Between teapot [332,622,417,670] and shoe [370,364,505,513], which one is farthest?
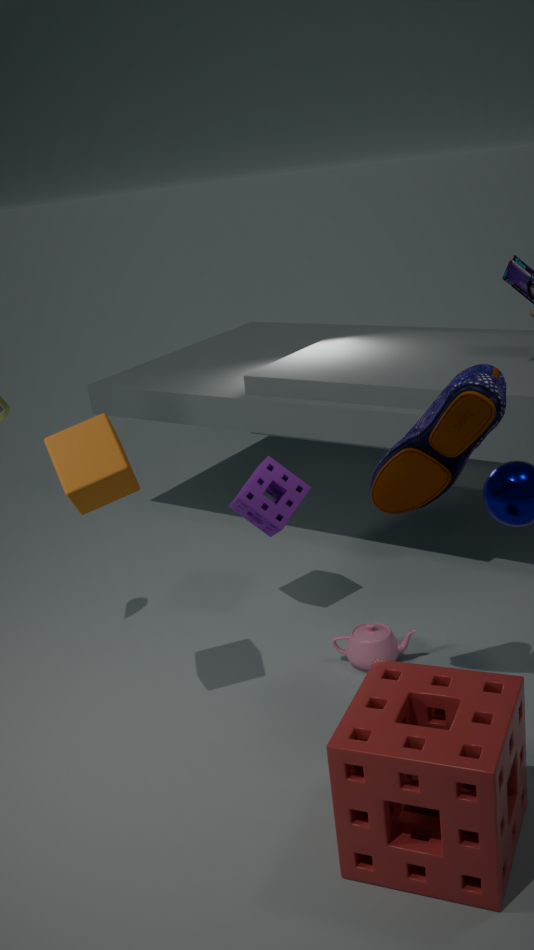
→ teapot [332,622,417,670]
